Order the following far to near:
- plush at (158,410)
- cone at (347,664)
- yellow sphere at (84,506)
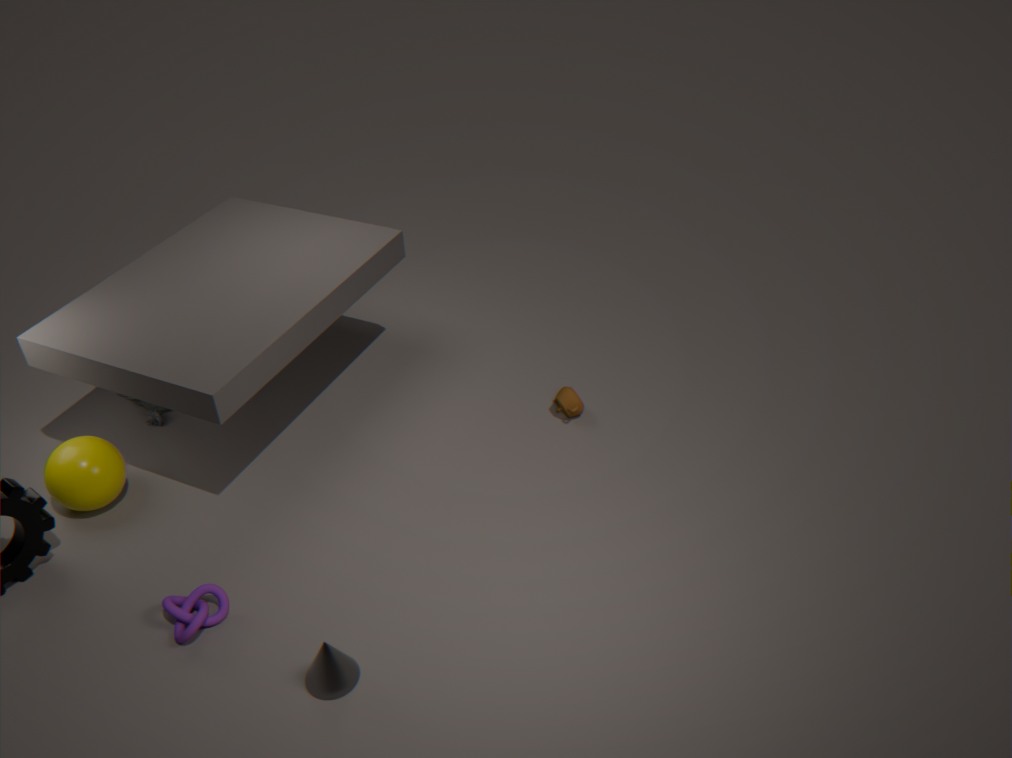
plush at (158,410) < yellow sphere at (84,506) < cone at (347,664)
